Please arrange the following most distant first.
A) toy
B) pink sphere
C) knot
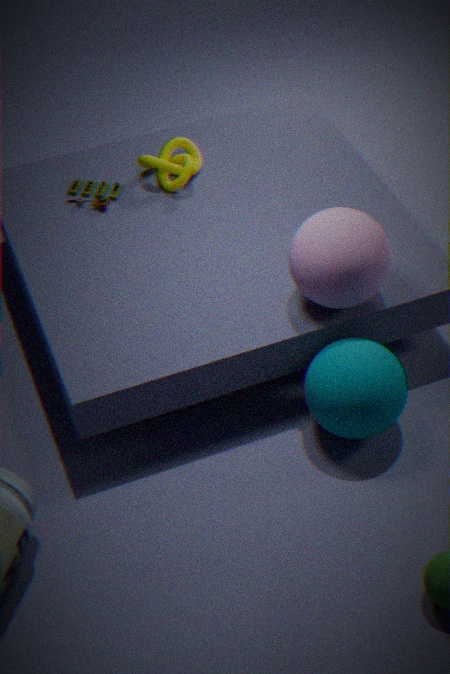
knot → toy → pink sphere
